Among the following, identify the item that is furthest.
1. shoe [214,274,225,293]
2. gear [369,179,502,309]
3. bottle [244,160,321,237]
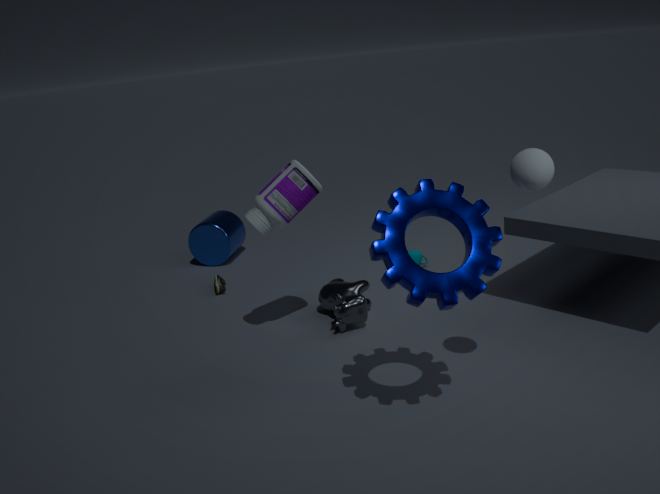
shoe [214,274,225,293]
